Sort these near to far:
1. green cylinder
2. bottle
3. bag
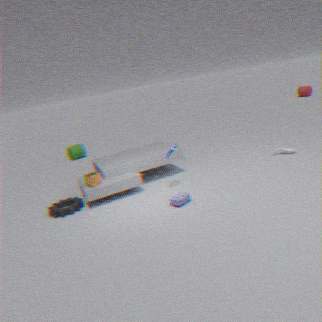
bag → bottle → green cylinder
